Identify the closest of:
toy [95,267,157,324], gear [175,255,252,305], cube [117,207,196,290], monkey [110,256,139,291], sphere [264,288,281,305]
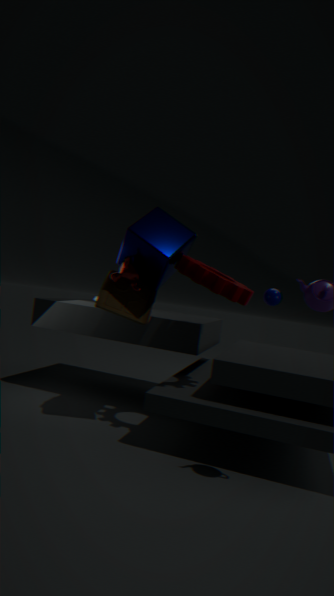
gear [175,255,252,305]
